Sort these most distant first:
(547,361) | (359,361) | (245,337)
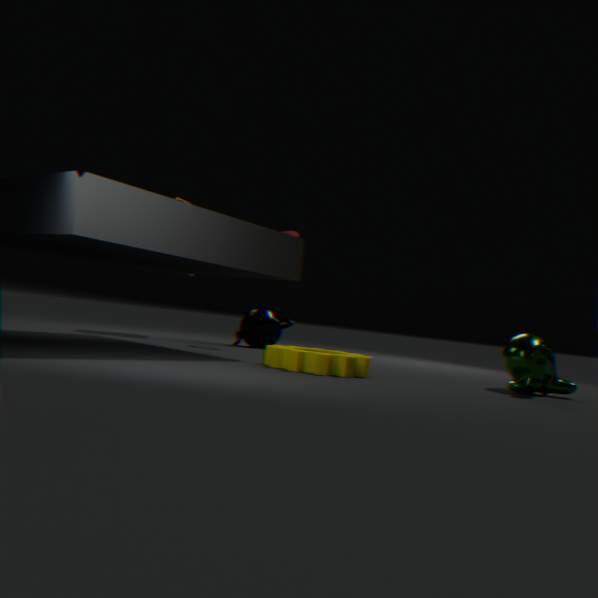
(245,337) → (547,361) → (359,361)
